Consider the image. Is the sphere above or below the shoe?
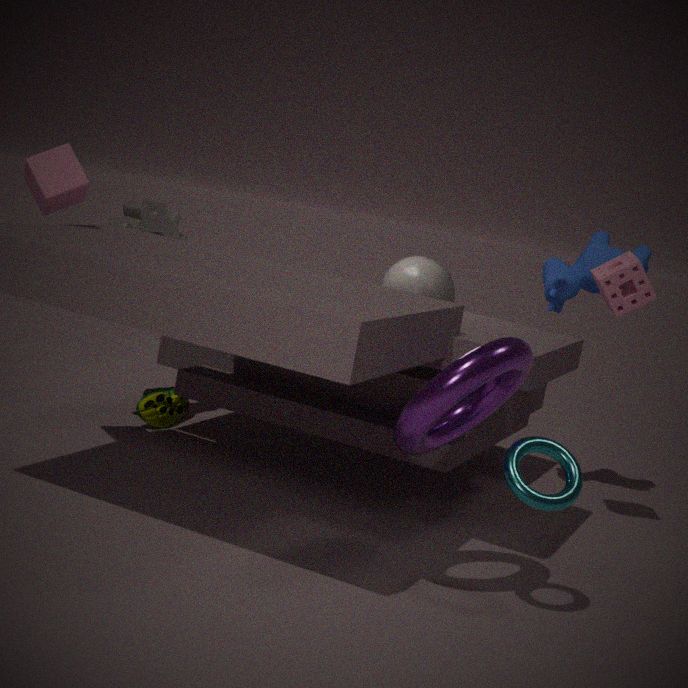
above
